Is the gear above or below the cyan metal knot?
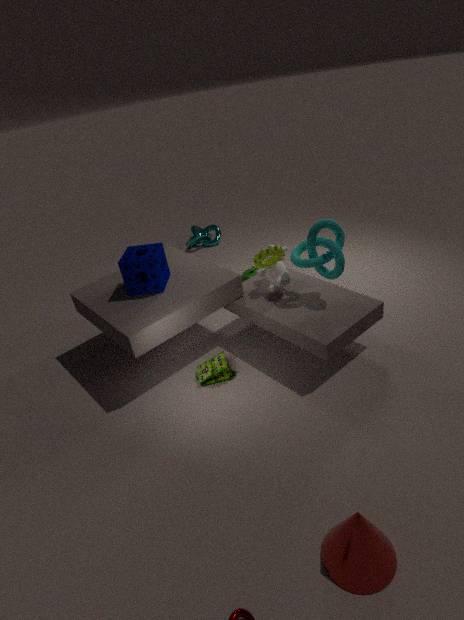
above
